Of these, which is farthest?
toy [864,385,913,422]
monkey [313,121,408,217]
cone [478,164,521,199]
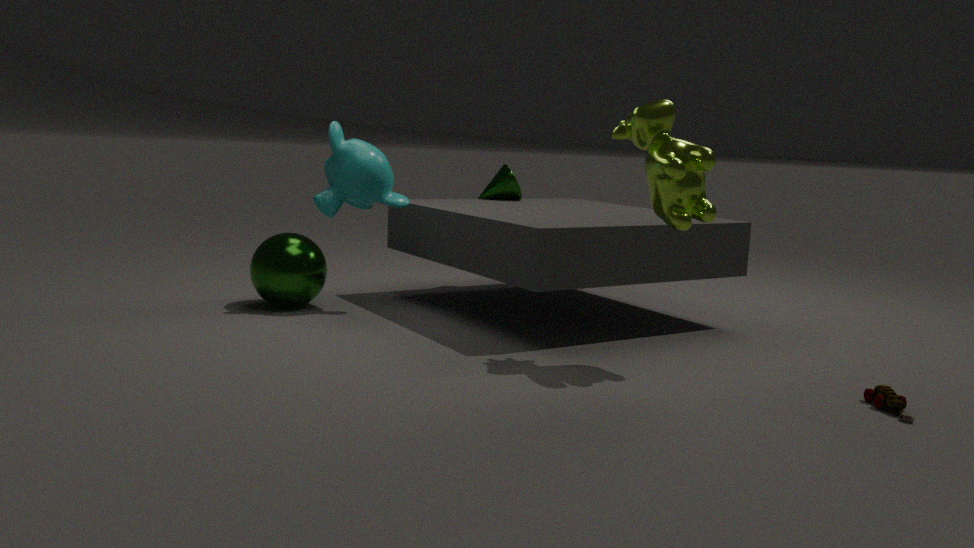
cone [478,164,521,199]
